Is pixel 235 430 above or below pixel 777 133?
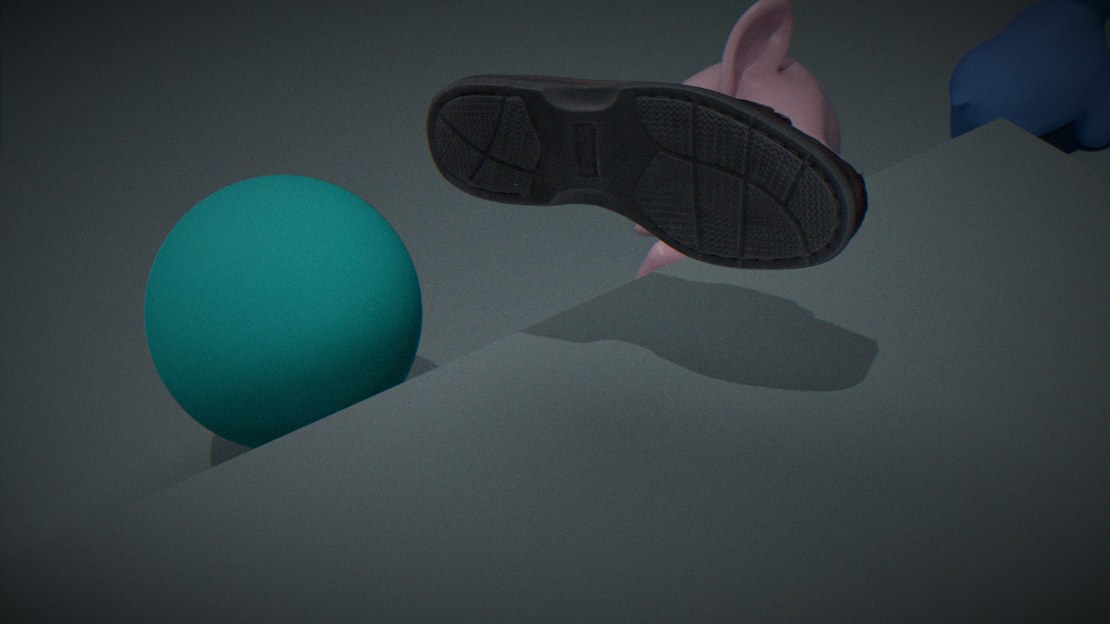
below
